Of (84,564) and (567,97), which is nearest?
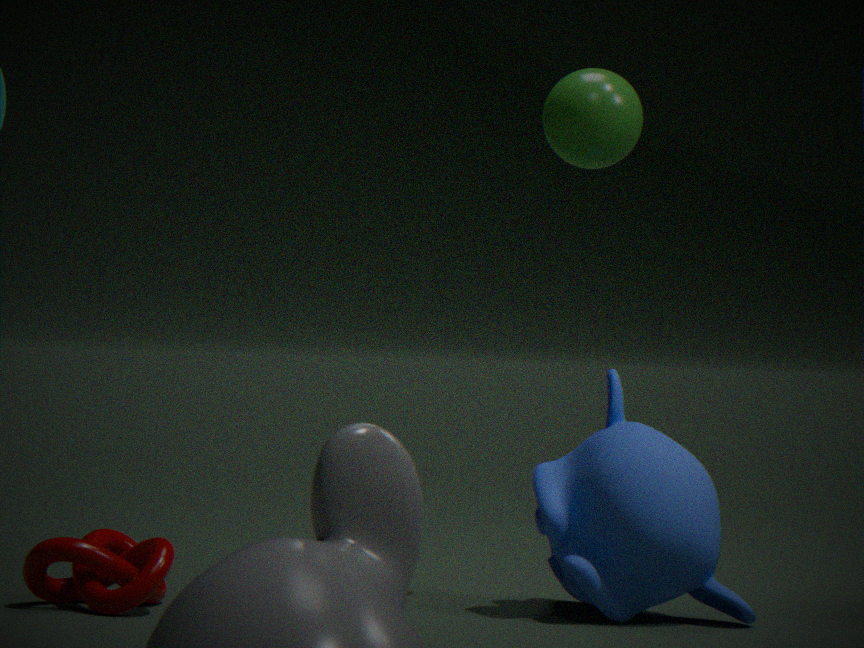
(84,564)
